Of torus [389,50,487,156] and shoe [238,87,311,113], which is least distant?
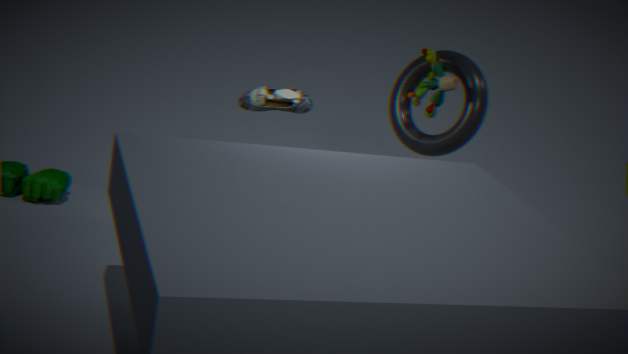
torus [389,50,487,156]
